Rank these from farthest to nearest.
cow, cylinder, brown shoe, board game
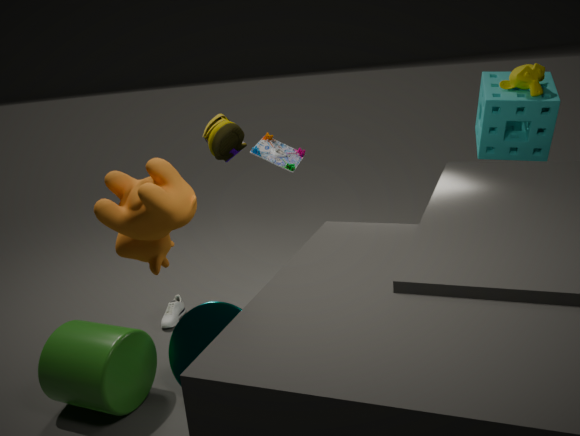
board game, brown shoe, cylinder, cow
